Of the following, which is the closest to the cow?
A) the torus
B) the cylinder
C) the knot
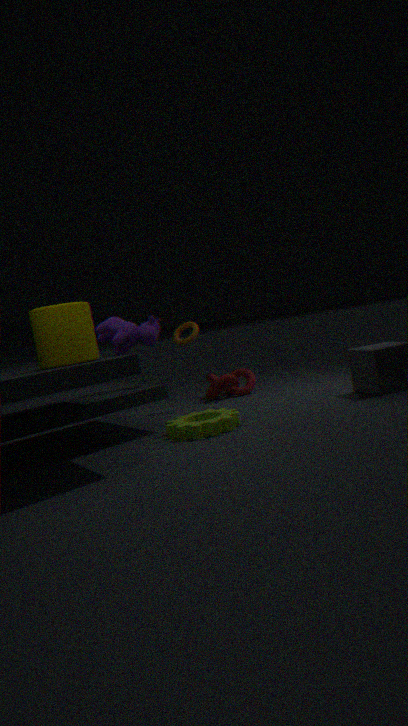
the torus
